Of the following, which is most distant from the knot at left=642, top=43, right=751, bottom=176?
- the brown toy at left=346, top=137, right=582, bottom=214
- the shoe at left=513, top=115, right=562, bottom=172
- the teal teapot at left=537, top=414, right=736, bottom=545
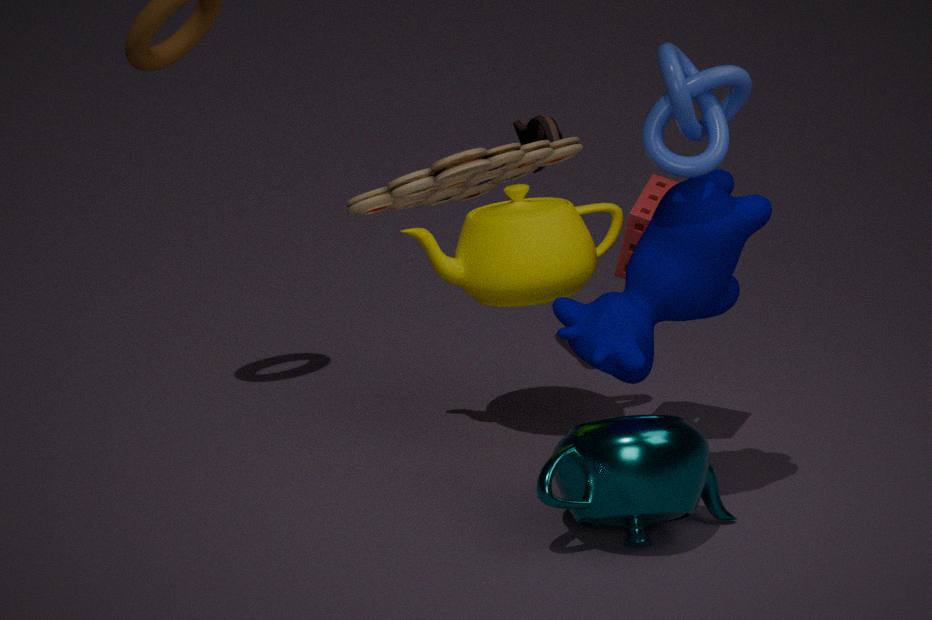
the brown toy at left=346, top=137, right=582, bottom=214
